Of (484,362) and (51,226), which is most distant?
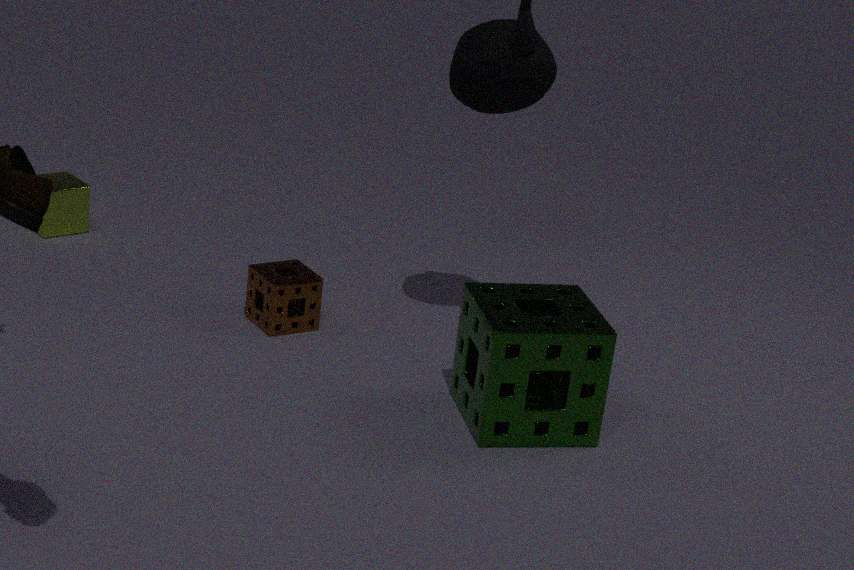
(51,226)
